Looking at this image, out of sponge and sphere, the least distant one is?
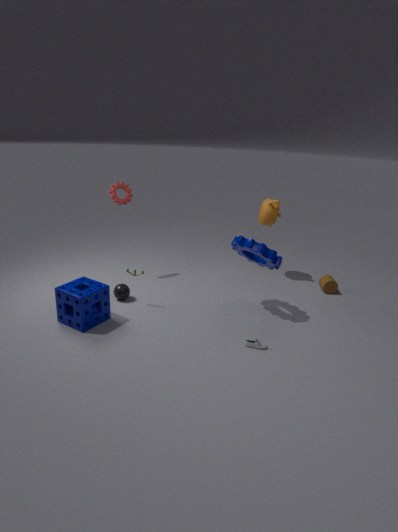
sponge
